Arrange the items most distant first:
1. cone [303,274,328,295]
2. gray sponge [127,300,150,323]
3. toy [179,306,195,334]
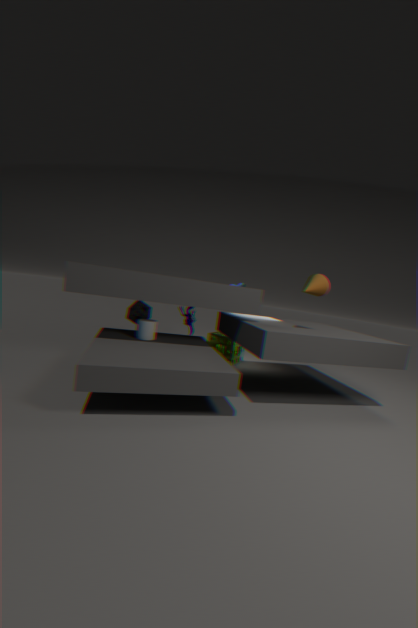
toy [179,306,195,334], gray sponge [127,300,150,323], cone [303,274,328,295]
